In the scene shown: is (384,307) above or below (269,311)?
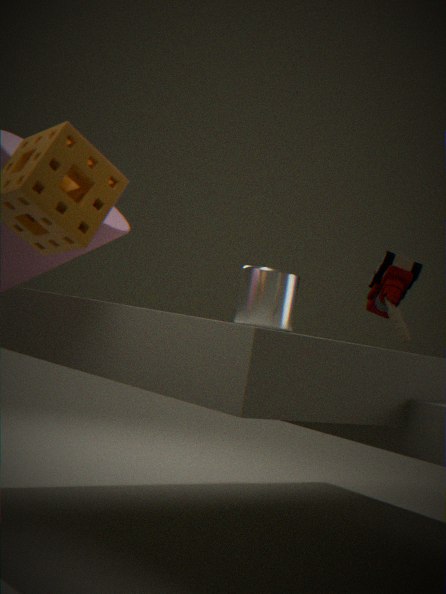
above
